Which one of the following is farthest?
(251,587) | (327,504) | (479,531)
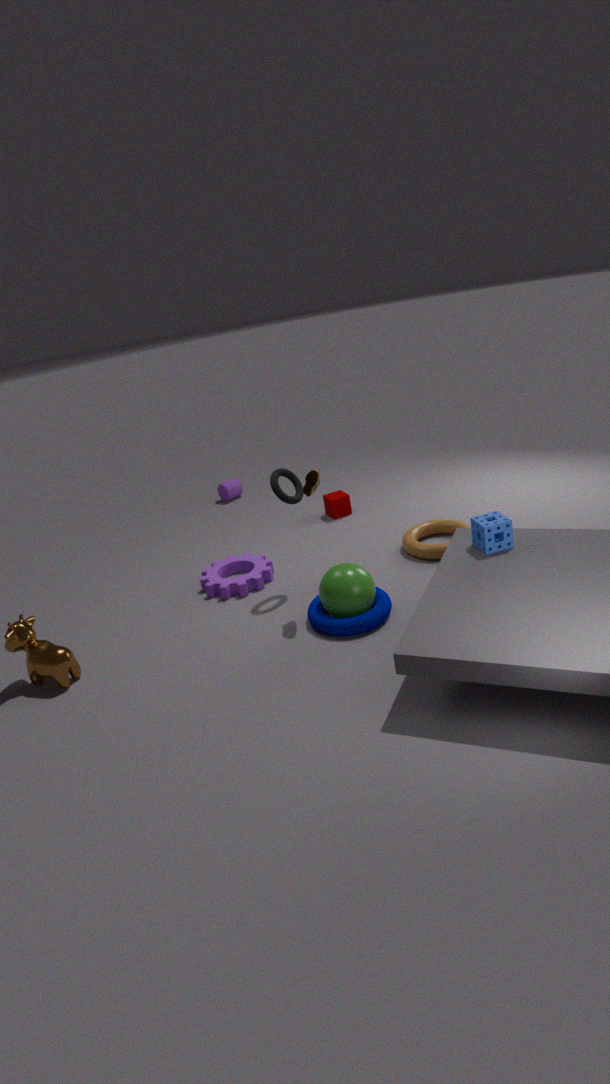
(327,504)
